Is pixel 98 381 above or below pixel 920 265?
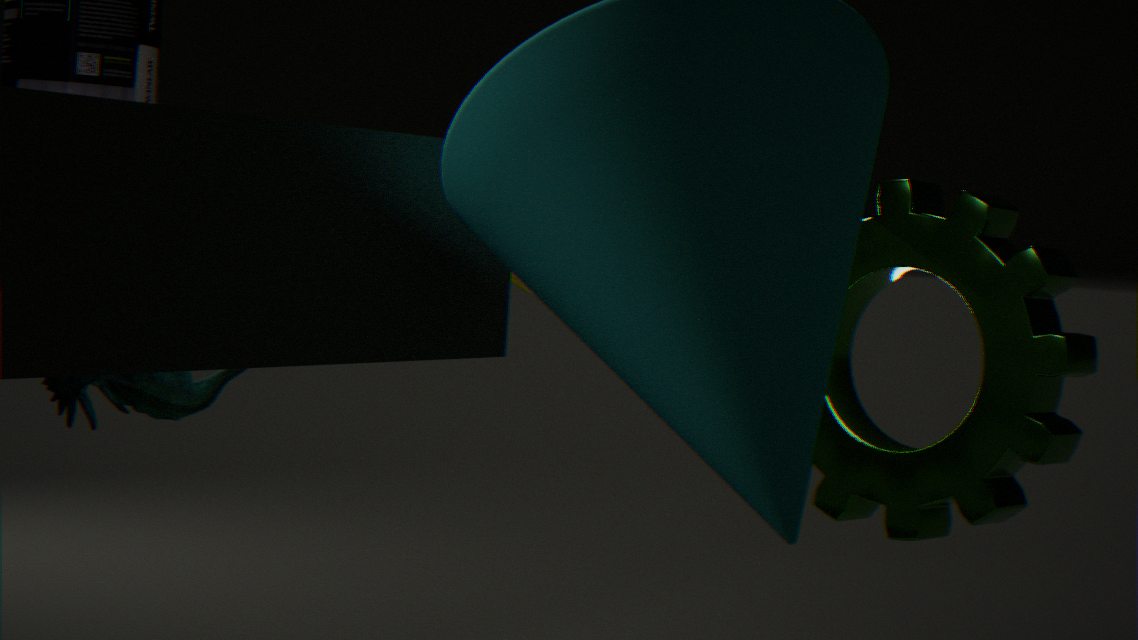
below
